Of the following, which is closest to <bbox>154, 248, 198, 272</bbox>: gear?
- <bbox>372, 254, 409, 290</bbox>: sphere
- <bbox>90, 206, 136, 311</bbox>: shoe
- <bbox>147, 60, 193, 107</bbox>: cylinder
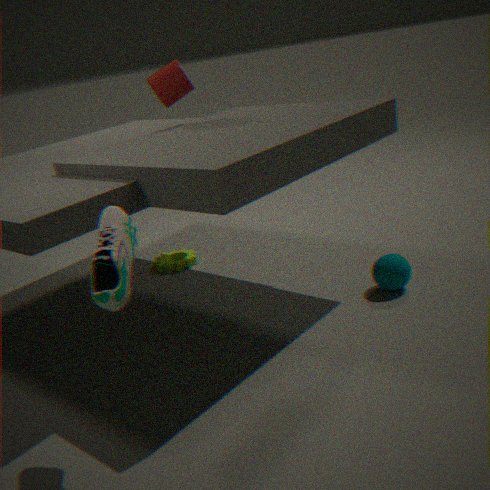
<bbox>147, 60, 193, 107</bbox>: cylinder
